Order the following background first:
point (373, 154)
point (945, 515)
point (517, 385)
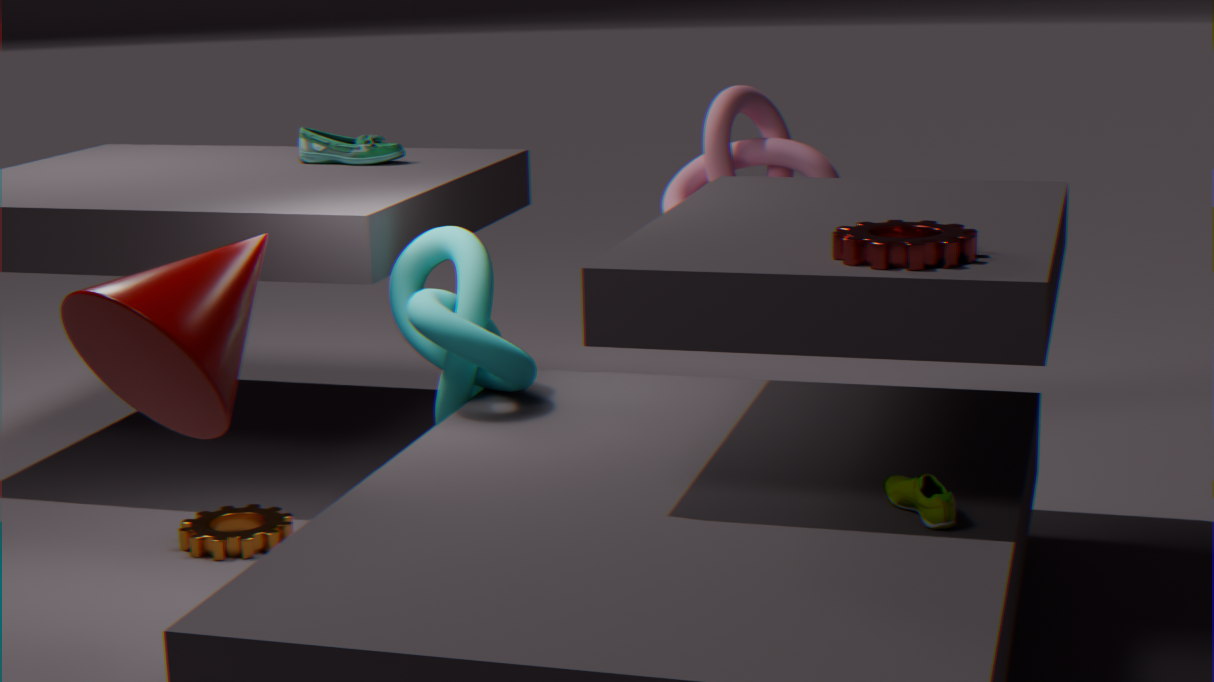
point (373, 154), point (517, 385), point (945, 515)
